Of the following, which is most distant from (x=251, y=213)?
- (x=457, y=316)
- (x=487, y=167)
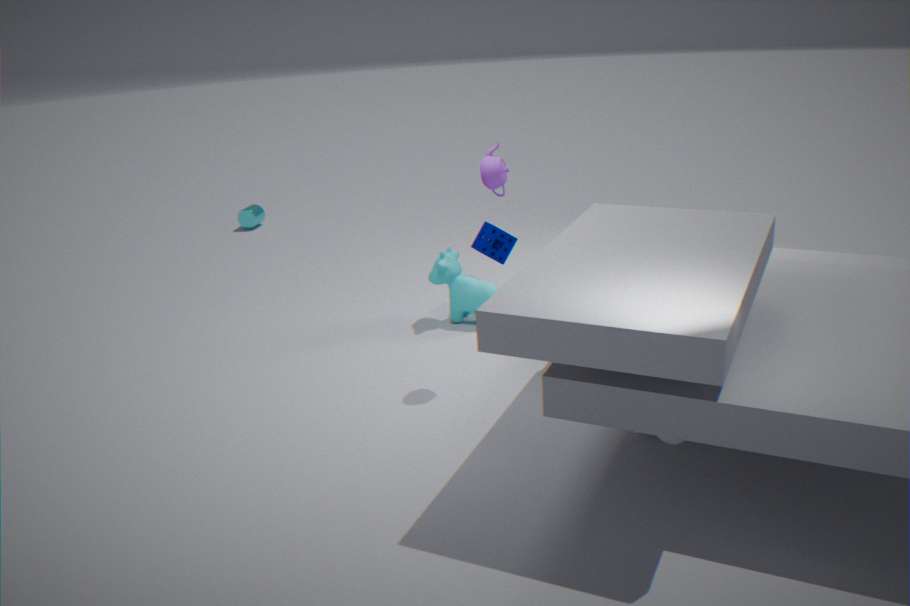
(x=487, y=167)
